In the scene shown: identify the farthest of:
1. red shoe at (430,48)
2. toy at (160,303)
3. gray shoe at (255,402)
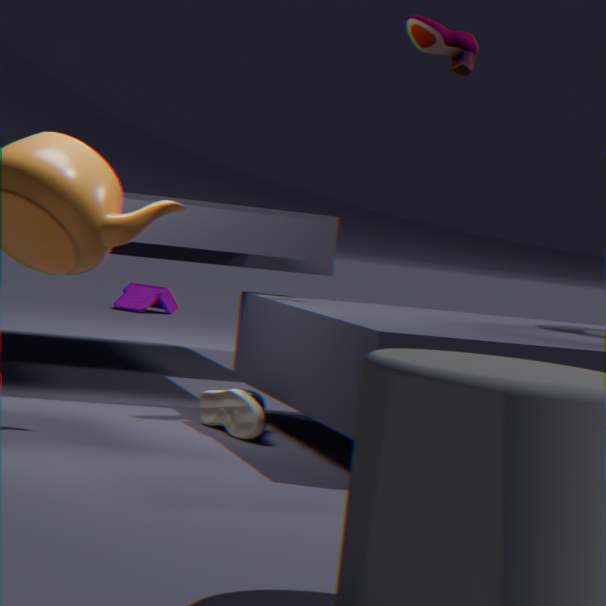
toy at (160,303)
